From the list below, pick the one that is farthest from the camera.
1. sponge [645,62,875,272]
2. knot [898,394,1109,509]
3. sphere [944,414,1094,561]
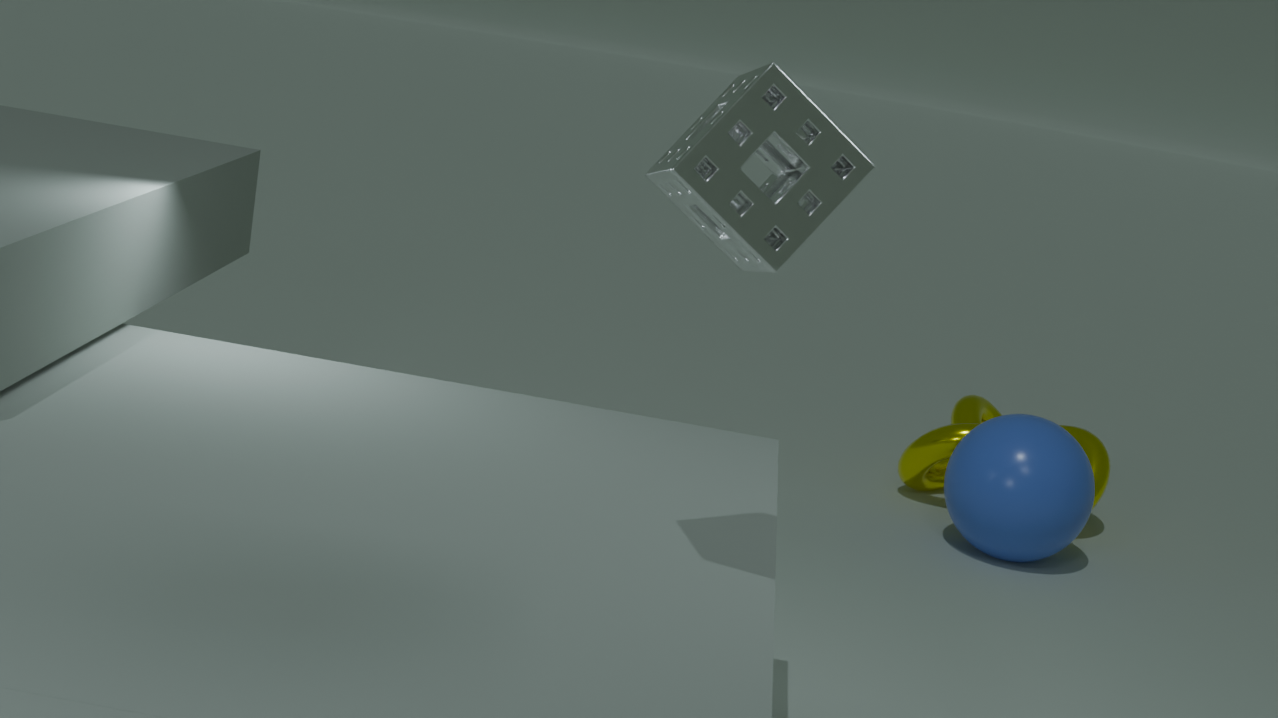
knot [898,394,1109,509]
